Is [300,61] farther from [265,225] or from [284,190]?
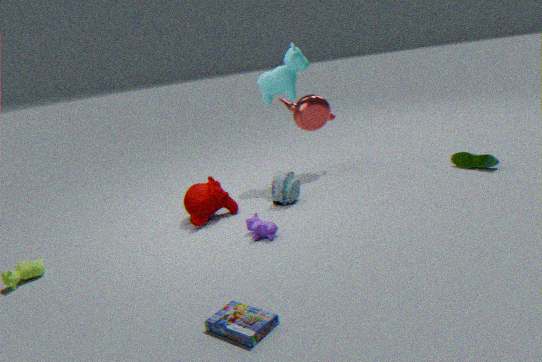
[265,225]
